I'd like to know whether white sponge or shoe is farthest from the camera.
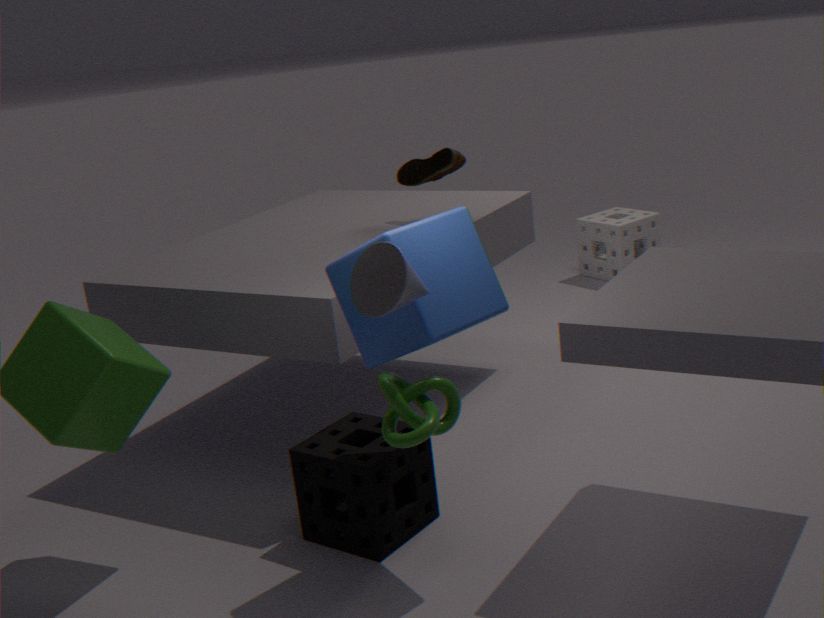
white sponge
